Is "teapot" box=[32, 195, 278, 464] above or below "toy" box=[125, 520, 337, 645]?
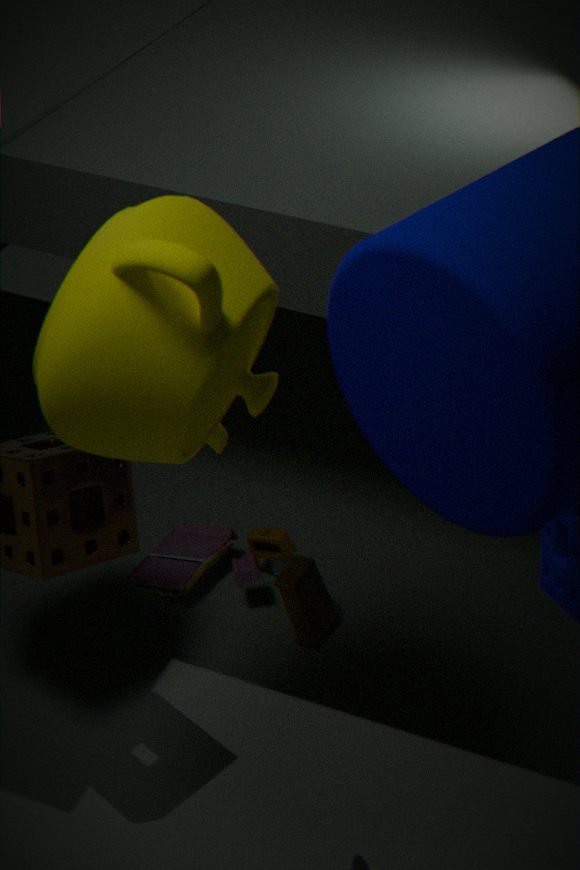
above
